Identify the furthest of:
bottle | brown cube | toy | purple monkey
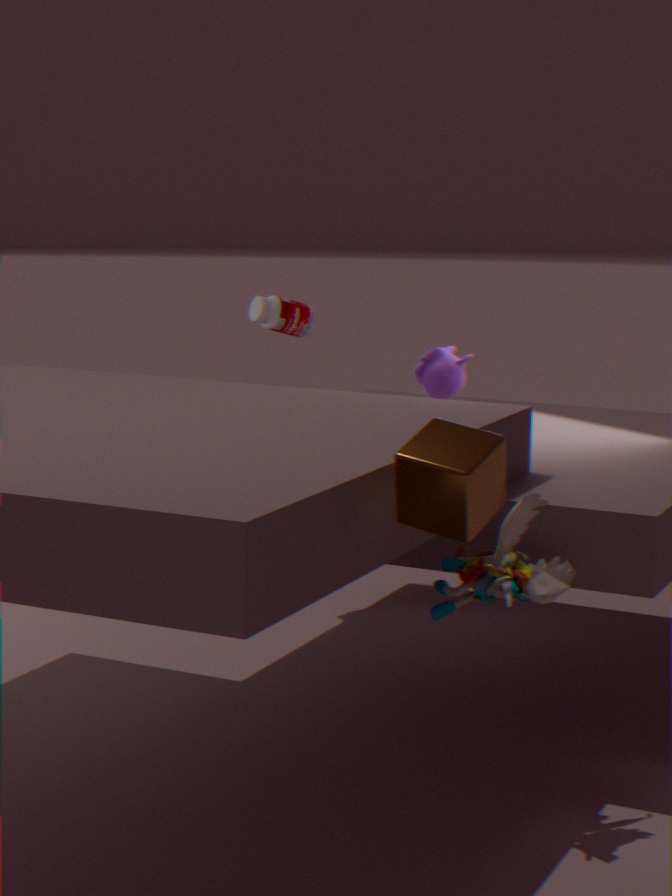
bottle
